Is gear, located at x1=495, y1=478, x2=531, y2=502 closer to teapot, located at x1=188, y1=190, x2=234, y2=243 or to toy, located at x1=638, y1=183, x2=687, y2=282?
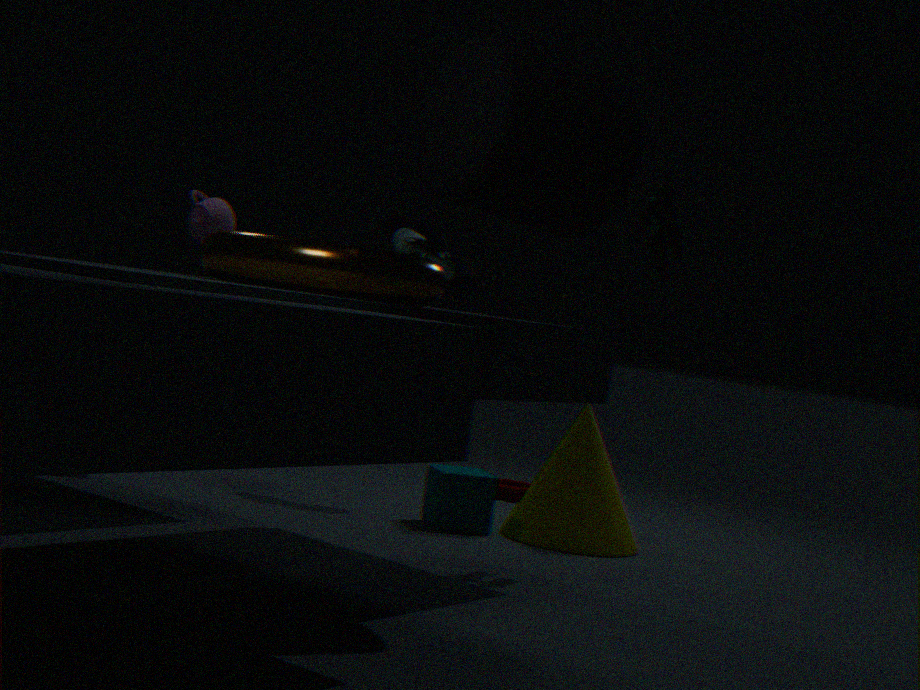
teapot, located at x1=188, y1=190, x2=234, y2=243
